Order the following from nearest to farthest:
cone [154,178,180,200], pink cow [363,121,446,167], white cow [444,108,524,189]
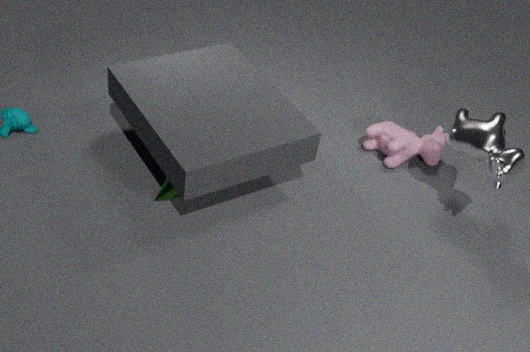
white cow [444,108,524,189] → cone [154,178,180,200] → pink cow [363,121,446,167]
